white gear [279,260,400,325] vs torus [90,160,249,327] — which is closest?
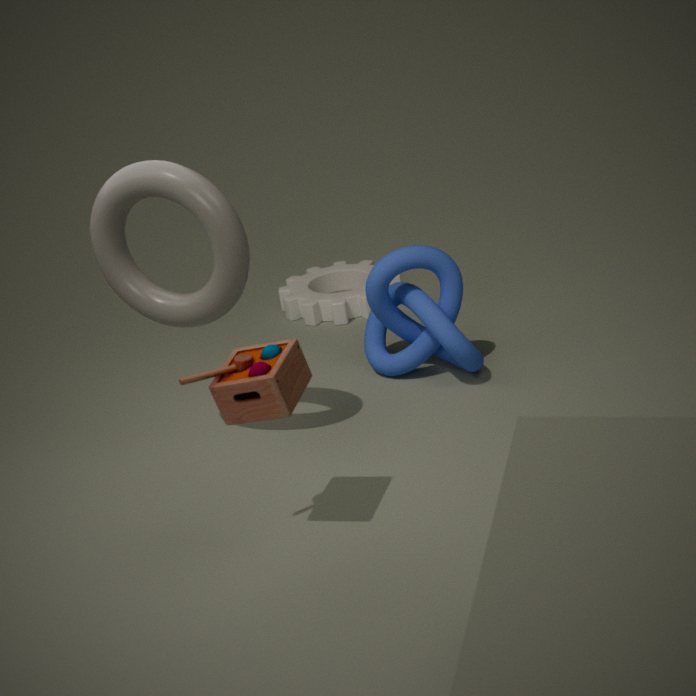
torus [90,160,249,327]
